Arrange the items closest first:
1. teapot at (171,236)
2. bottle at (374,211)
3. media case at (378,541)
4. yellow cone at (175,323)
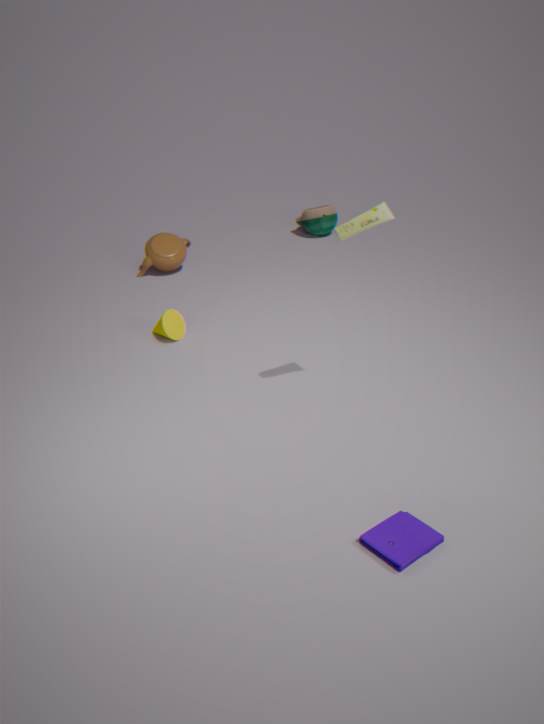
media case at (378,541) → bottle at (374,211) → yellow cone at (175,323) → teapot at (171,236)
